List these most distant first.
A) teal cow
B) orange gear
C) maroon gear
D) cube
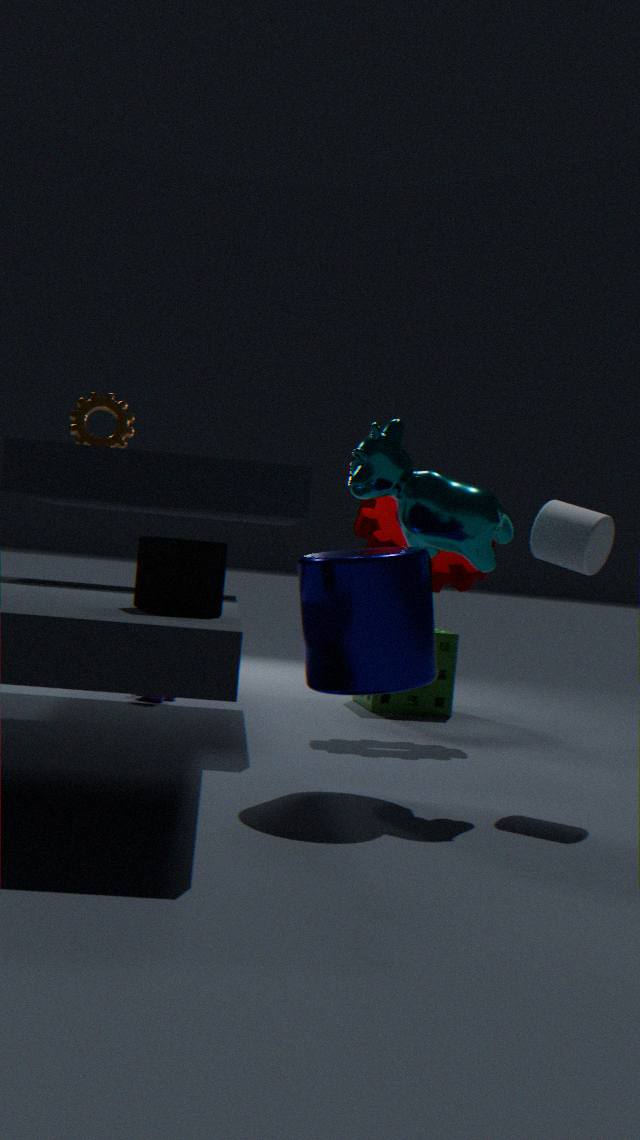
orange gear
maroon gear
teal cow
cube
